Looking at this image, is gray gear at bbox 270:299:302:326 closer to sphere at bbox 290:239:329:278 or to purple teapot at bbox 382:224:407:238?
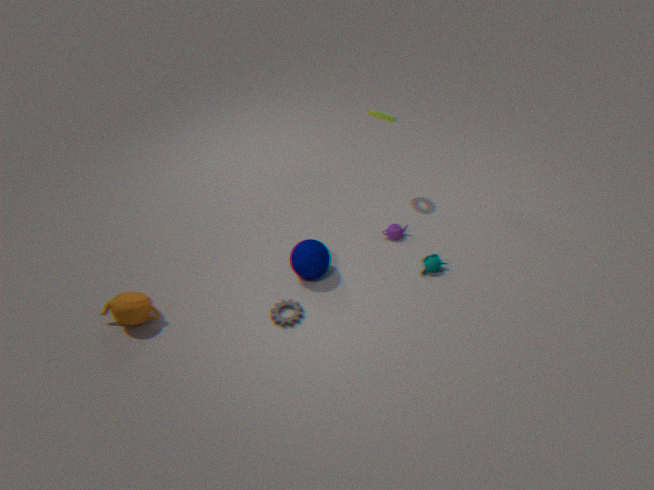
sphere at bbox 290:239:329:278
